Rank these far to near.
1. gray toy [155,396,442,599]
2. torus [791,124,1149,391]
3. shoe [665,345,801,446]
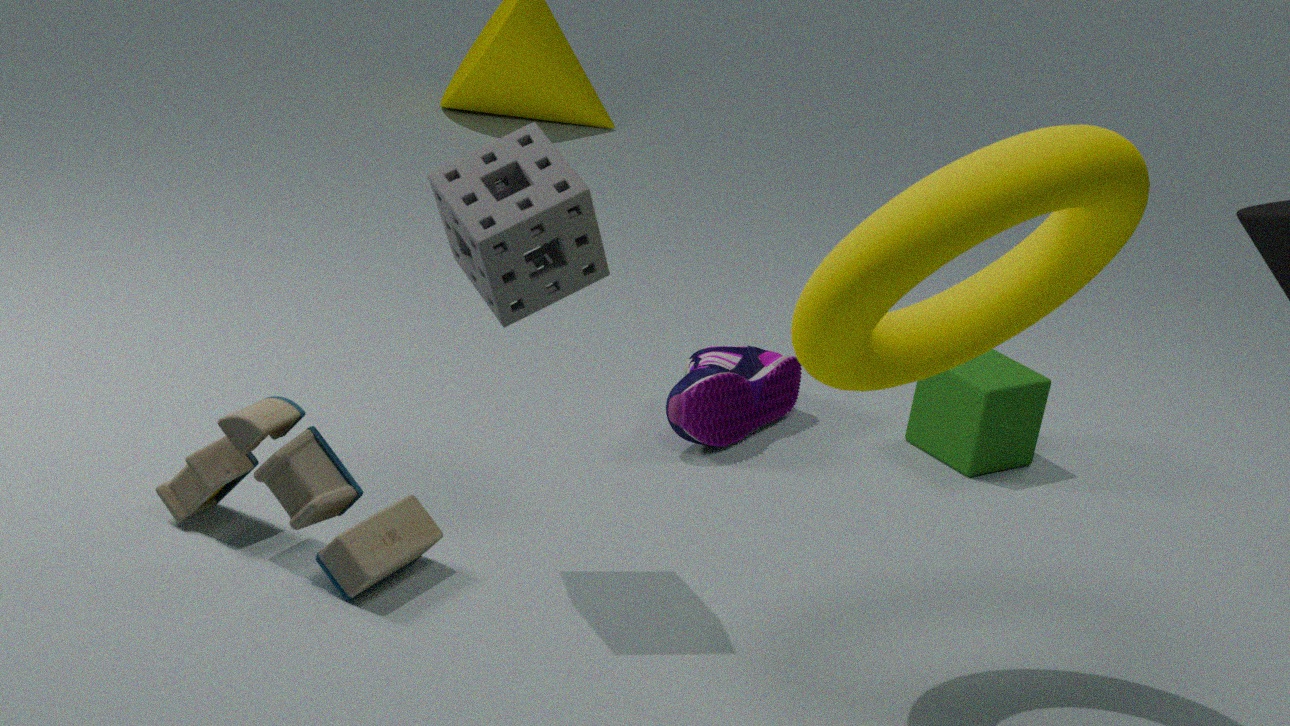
shoe [665,345,801,446]
gray toy [155,396,442,599]
torus [791,124,1149,391]
